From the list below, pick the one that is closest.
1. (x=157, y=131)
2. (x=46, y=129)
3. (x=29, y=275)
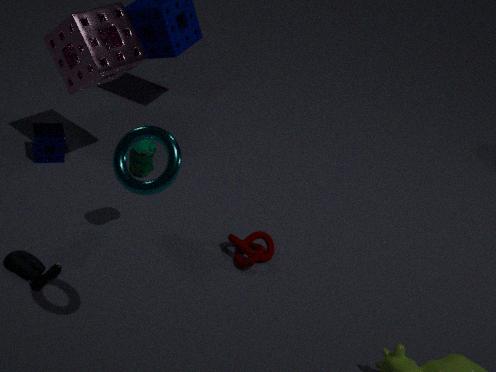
(x=157, y=131)
